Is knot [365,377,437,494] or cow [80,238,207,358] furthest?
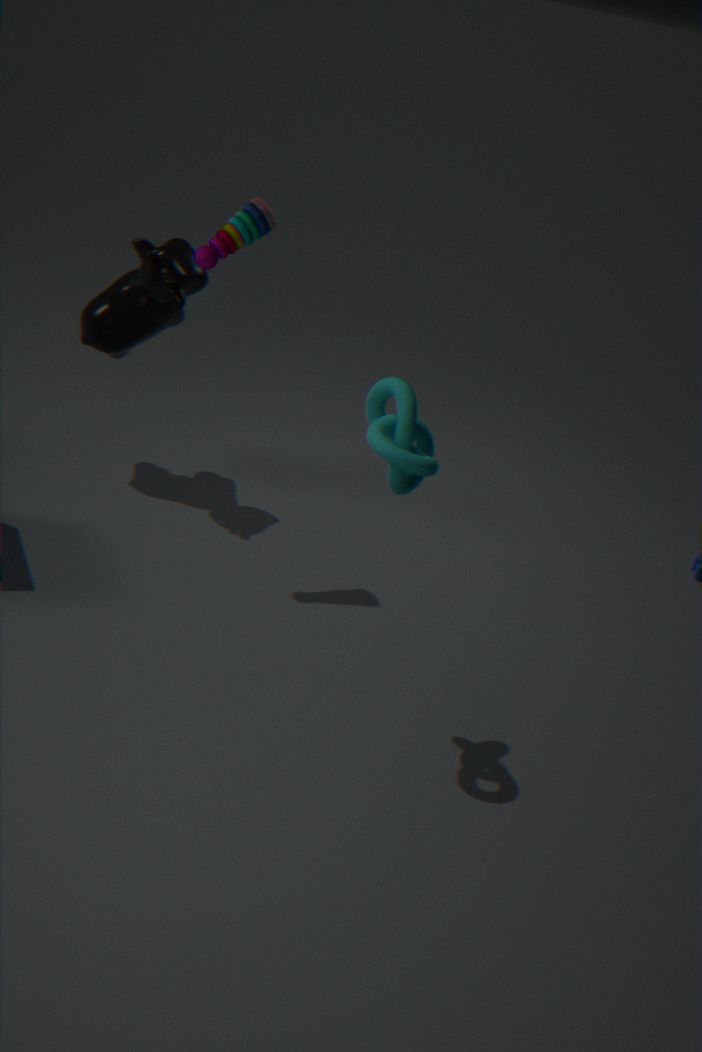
cow [80,238,207,358]
